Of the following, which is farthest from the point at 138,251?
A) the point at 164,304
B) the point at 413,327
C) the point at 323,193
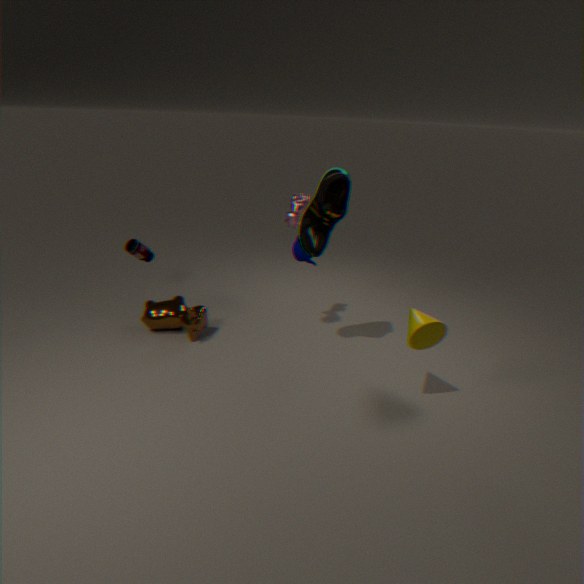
the point at 413,327
